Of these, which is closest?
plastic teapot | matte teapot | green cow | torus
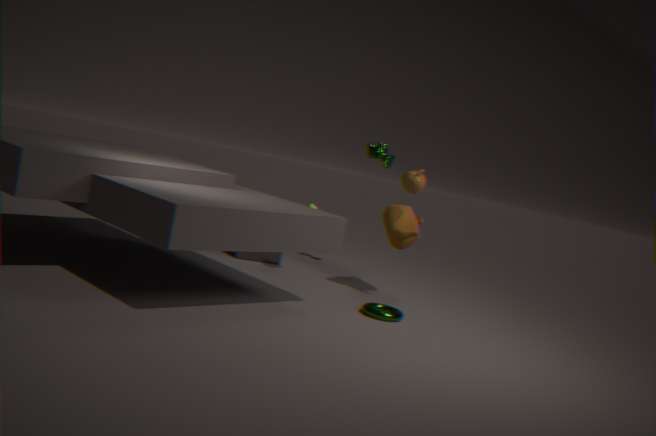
torus
